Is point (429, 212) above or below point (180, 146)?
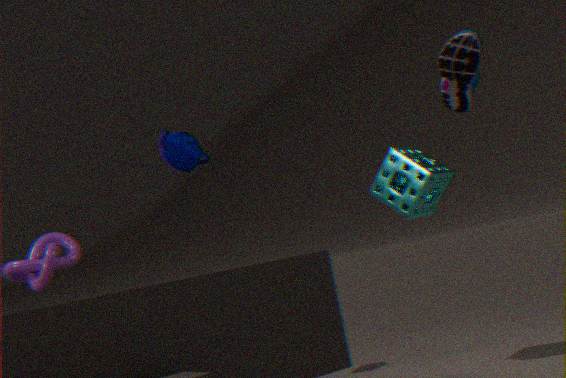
below
